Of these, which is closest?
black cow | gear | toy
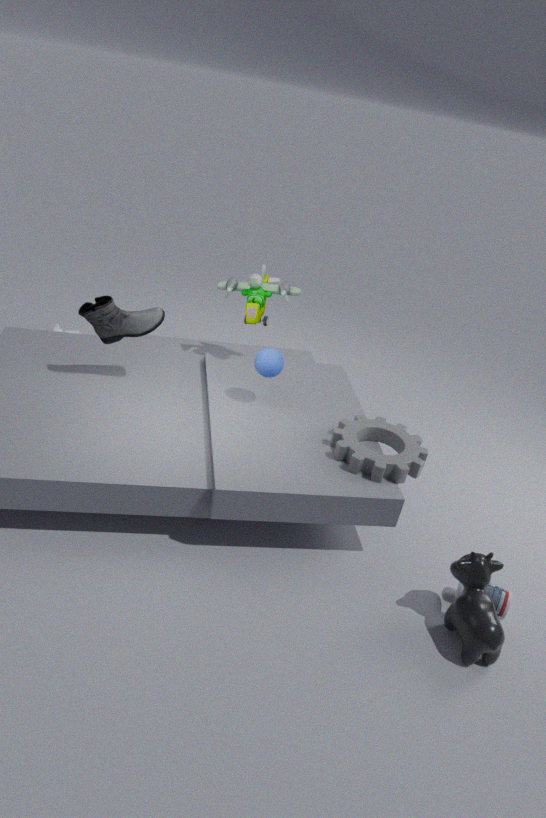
black cow
